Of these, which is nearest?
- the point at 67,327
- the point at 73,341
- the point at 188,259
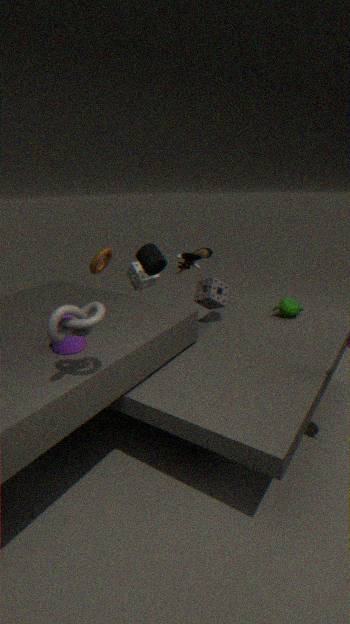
the point at 67,327
